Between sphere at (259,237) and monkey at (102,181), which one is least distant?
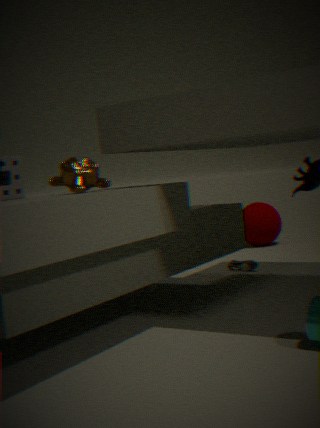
monkey at (102,181)
